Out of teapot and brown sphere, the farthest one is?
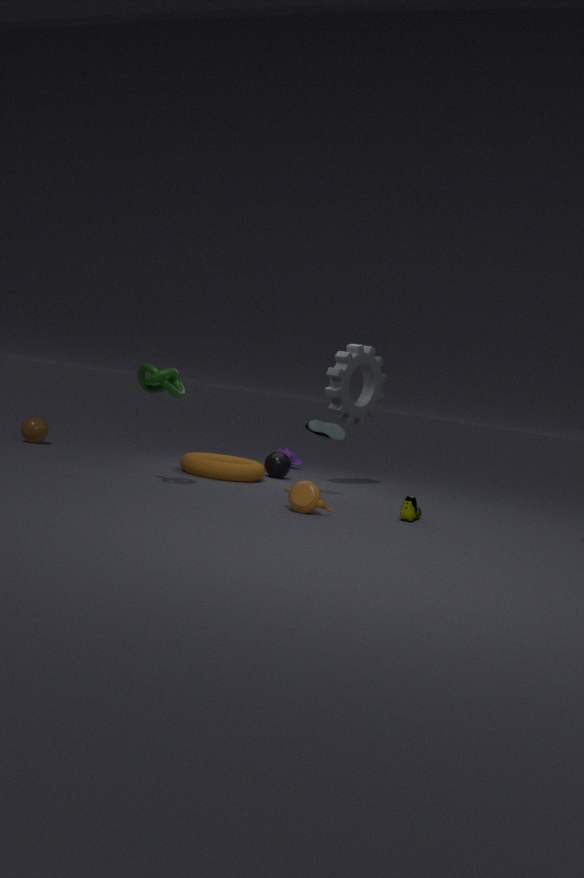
brown sphere
